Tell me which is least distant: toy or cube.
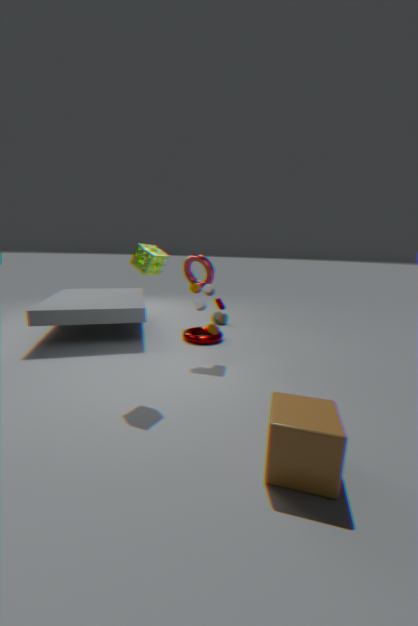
cube
